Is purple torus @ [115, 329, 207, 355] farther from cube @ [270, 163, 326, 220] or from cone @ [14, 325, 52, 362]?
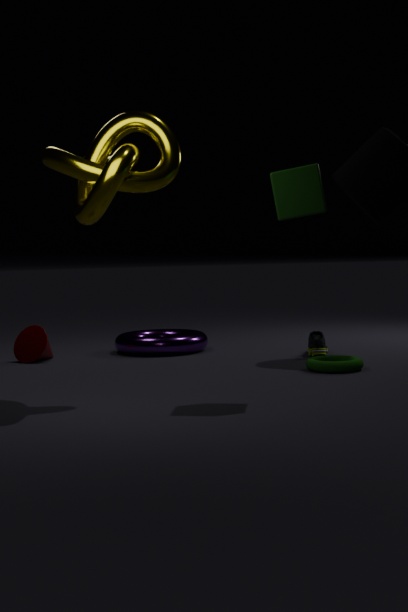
cube @ [270, 163, 326, 220]
